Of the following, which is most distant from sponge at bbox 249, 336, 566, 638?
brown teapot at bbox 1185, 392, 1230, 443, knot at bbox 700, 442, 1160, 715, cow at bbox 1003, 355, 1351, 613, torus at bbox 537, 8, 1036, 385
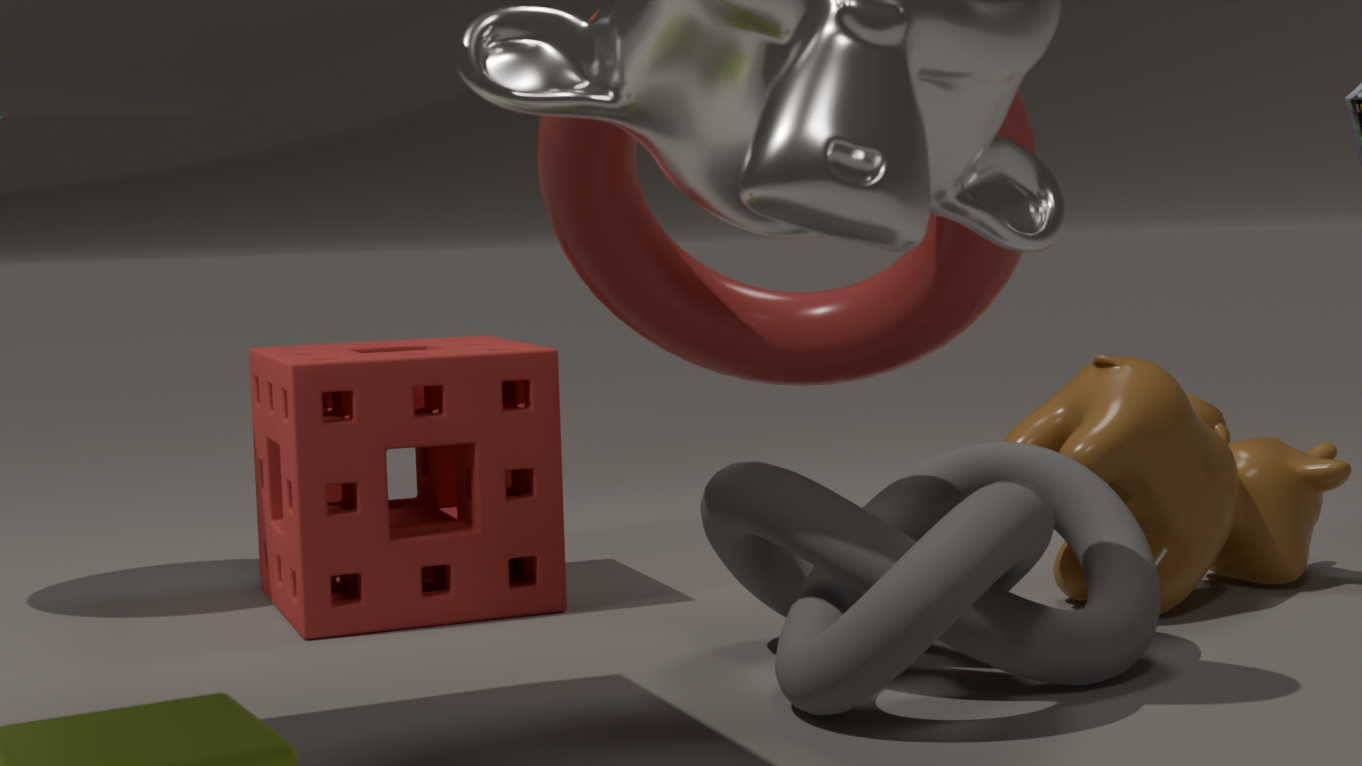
brown teapot at bbox 1185, 392, 1230, 443
